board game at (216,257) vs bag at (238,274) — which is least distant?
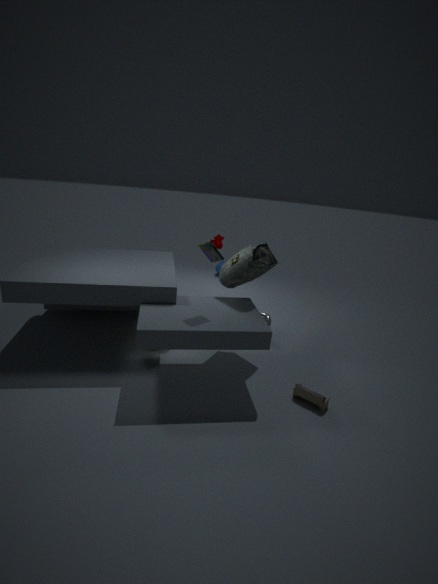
board game at (216,257)
